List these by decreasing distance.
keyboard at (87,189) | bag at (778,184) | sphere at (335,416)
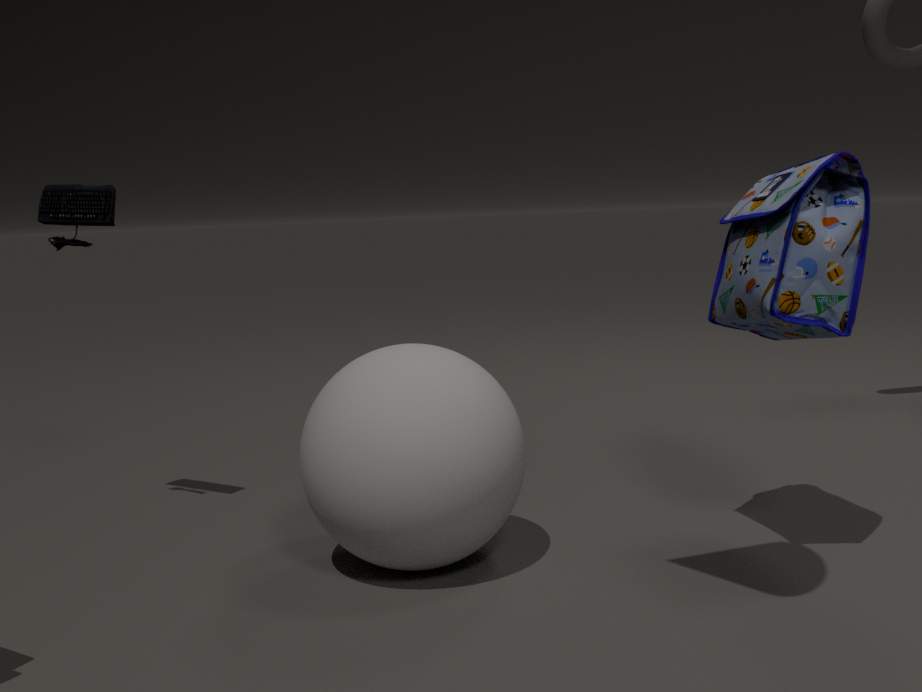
keyboard at (87,189)
sphere at (335,416)
bag at (778,184)
